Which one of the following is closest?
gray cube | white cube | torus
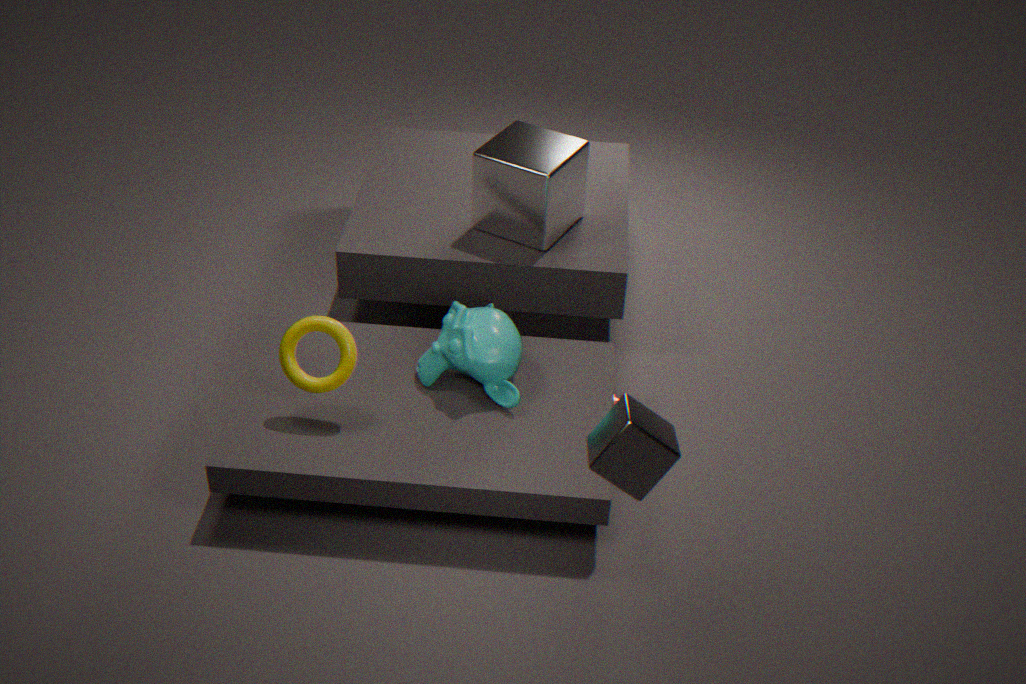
gray cube
